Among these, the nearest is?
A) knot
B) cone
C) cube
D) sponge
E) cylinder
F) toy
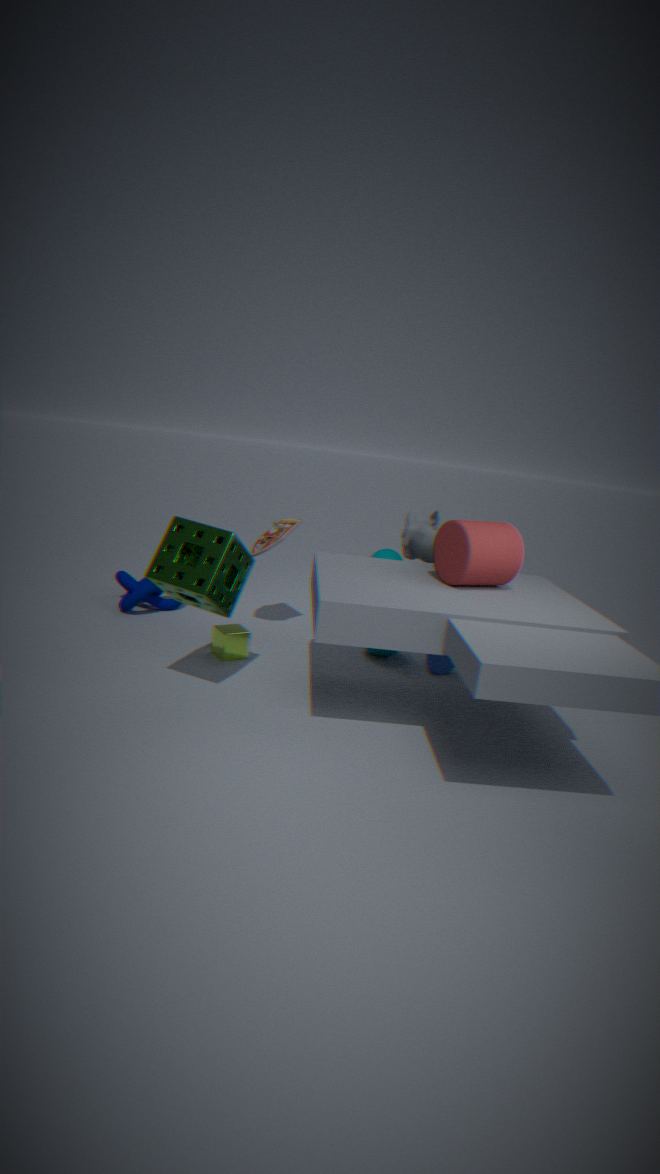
sponge
